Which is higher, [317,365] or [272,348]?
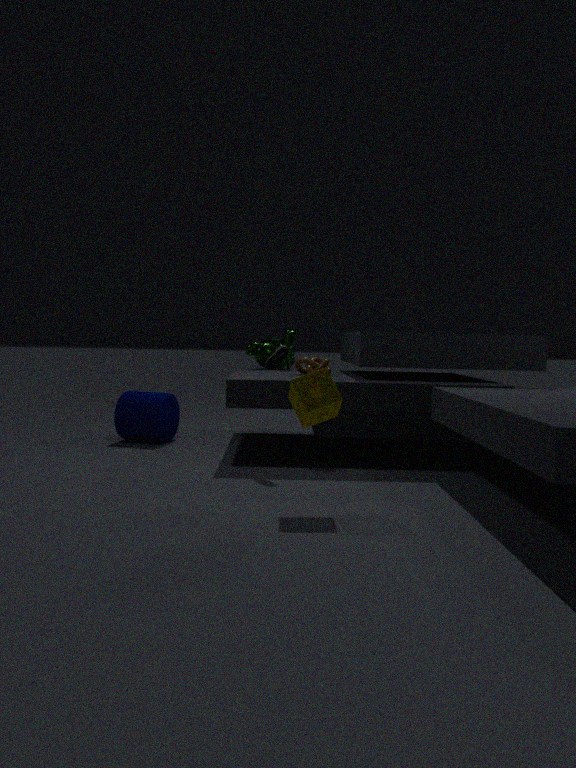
[272,348]
